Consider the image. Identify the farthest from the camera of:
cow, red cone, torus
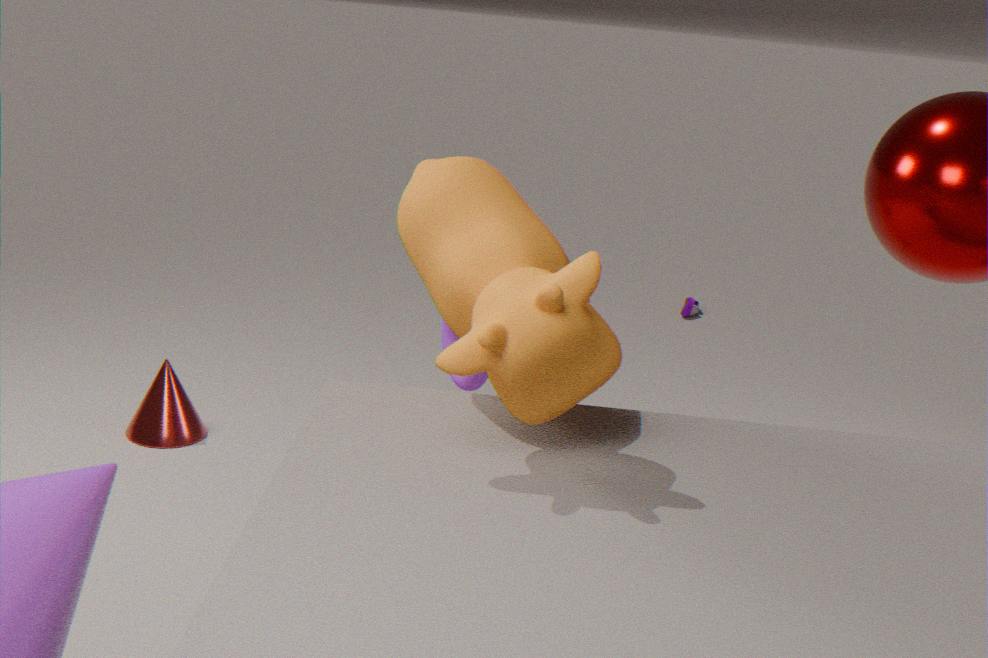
red cone
